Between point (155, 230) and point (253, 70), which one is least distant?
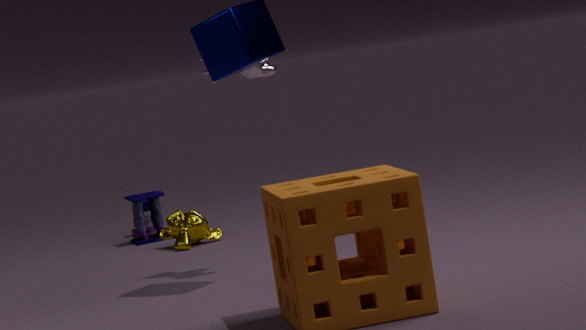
point (253, 70)
